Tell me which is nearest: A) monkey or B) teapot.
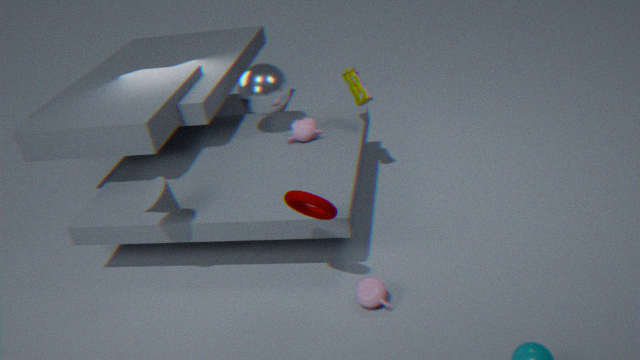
B. teapot
